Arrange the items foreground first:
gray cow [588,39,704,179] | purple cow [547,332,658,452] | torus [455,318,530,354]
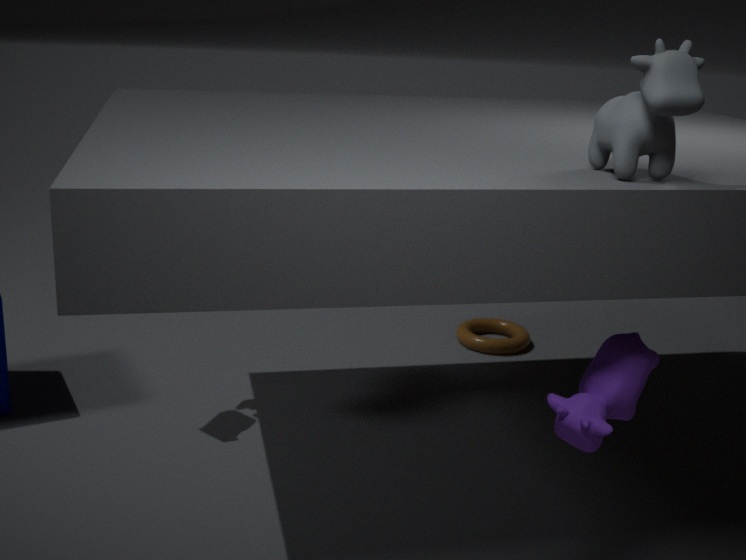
1. gray cow [588,39,704,179]
2. purple cow [547,332,658,452]
3. torus [455,318,530,354]
